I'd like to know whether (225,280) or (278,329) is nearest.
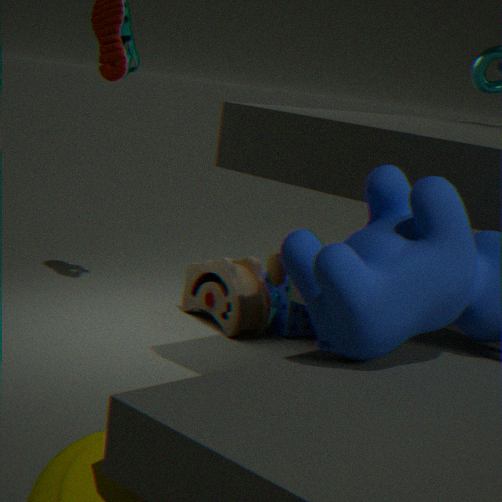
(225,280)
